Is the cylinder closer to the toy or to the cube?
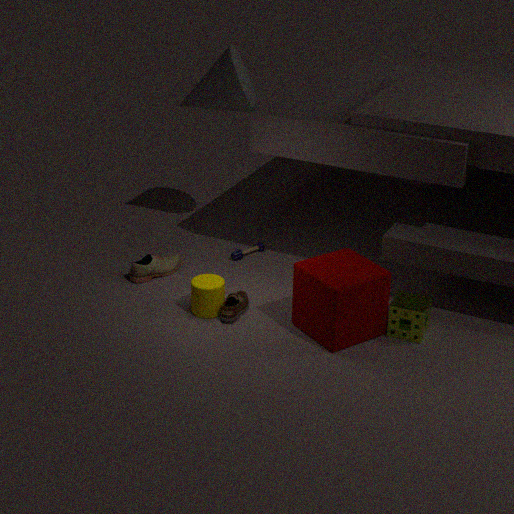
the cube
